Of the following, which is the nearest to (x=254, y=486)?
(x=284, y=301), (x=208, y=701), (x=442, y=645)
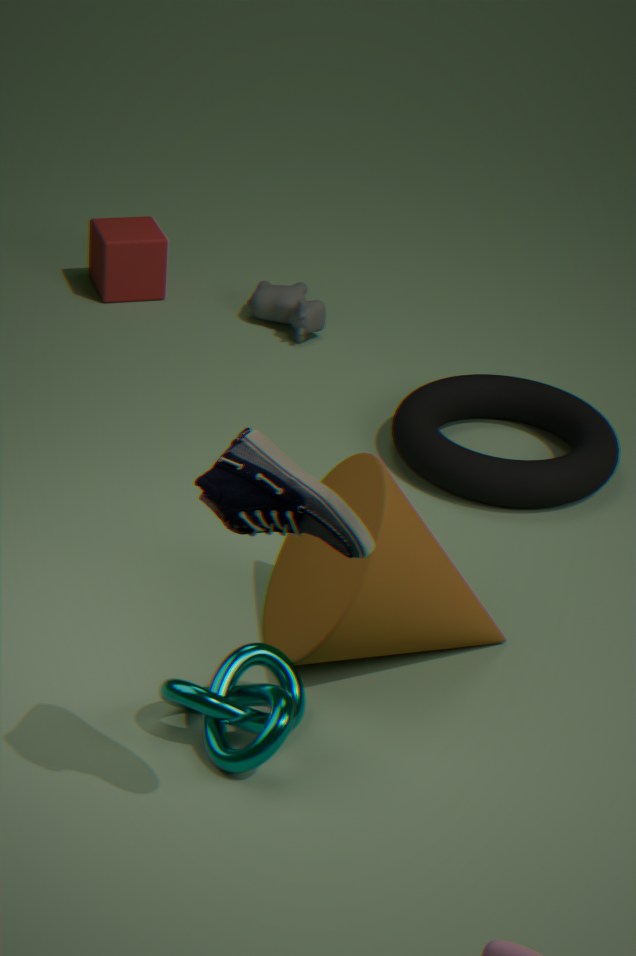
(x=208, y=701)
